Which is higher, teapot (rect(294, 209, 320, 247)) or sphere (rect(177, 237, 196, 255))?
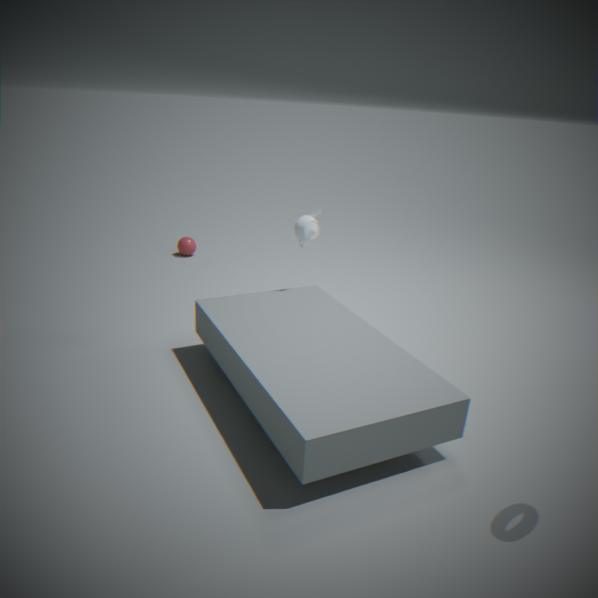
teapot (rect(294, 209, 320, 247))
